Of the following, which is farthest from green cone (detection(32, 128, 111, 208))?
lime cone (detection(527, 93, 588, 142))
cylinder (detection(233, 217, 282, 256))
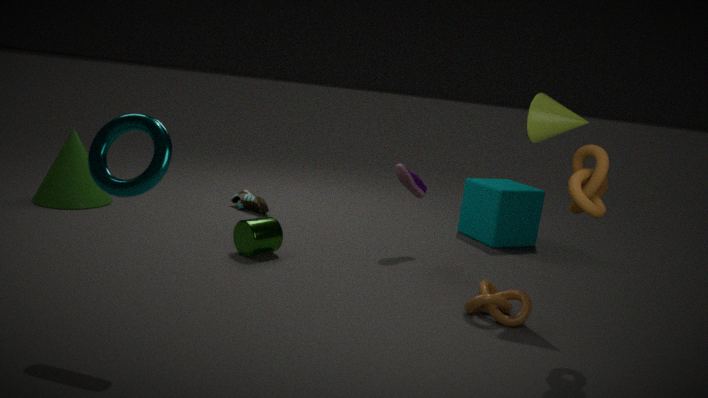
lime cone (detection(527, 93, 588, 142))
